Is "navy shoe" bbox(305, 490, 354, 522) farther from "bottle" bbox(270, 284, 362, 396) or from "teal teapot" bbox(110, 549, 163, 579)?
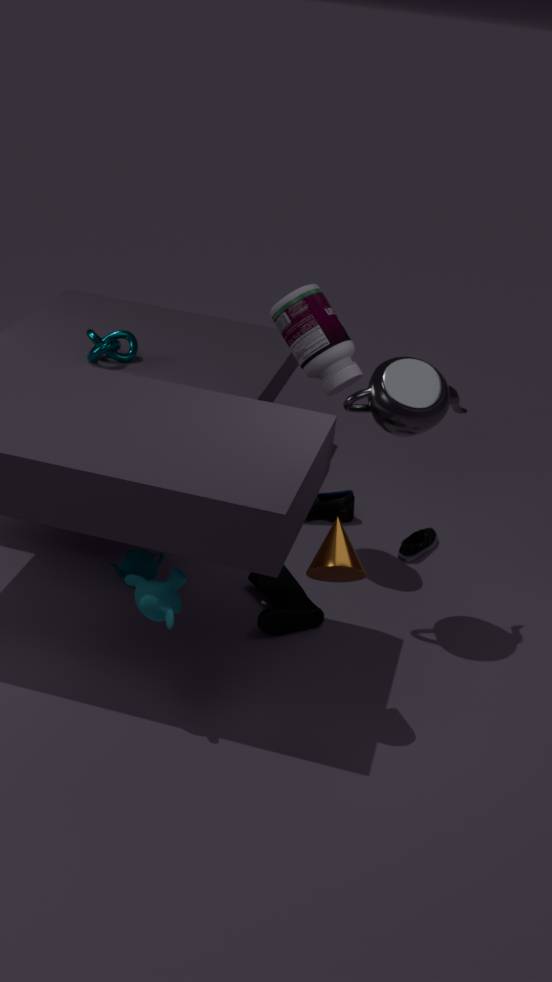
"teal teapot" bbox(110, 549, 163, 579)
